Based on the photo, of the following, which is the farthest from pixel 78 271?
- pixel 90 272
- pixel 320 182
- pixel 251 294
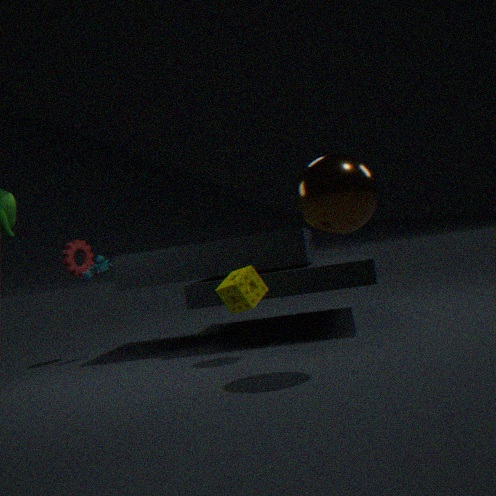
pixel 320 182
